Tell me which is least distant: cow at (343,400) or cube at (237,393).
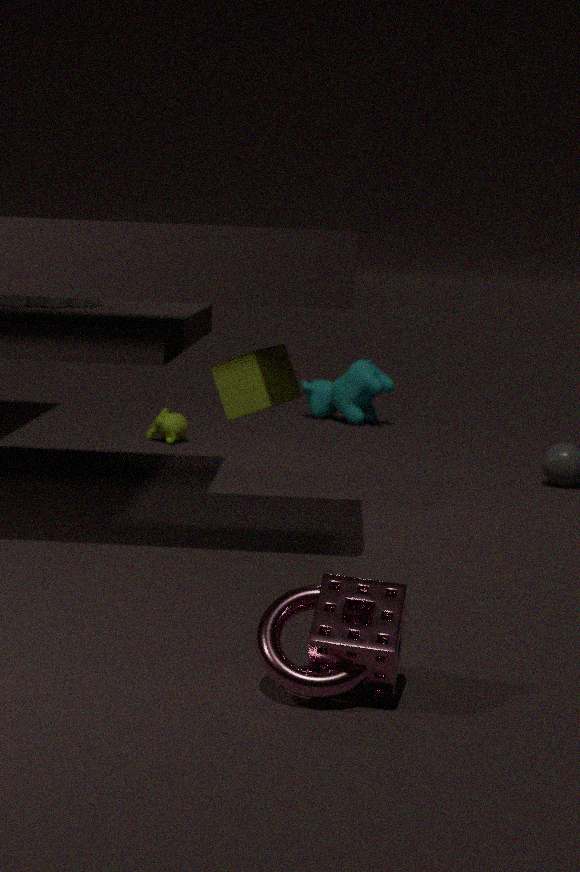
cube at (237,393)
